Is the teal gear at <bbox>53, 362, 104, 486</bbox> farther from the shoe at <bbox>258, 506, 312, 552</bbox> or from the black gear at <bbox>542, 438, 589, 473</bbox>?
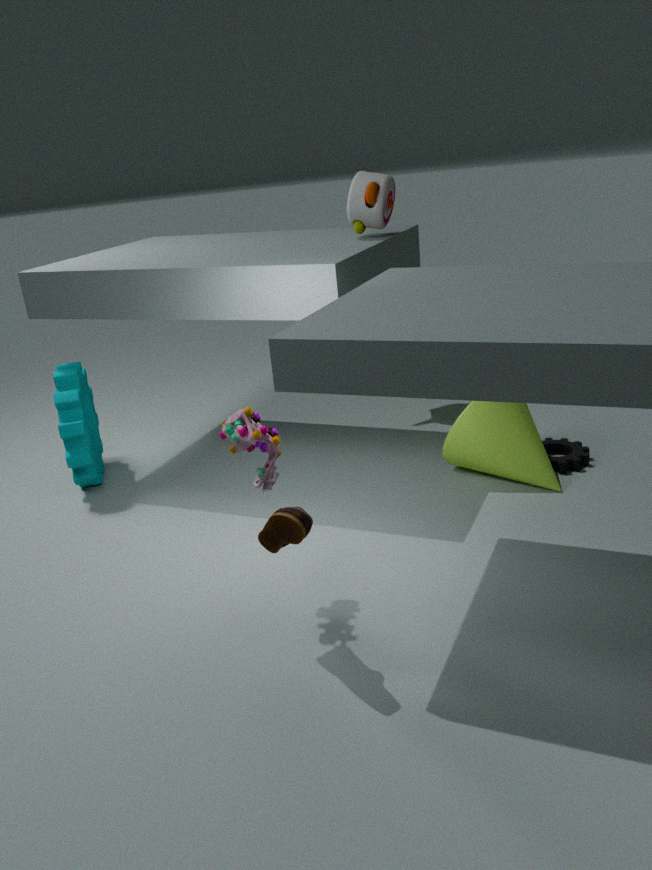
the black gear at <bbox>542, 438, 589, 473</bbox>
